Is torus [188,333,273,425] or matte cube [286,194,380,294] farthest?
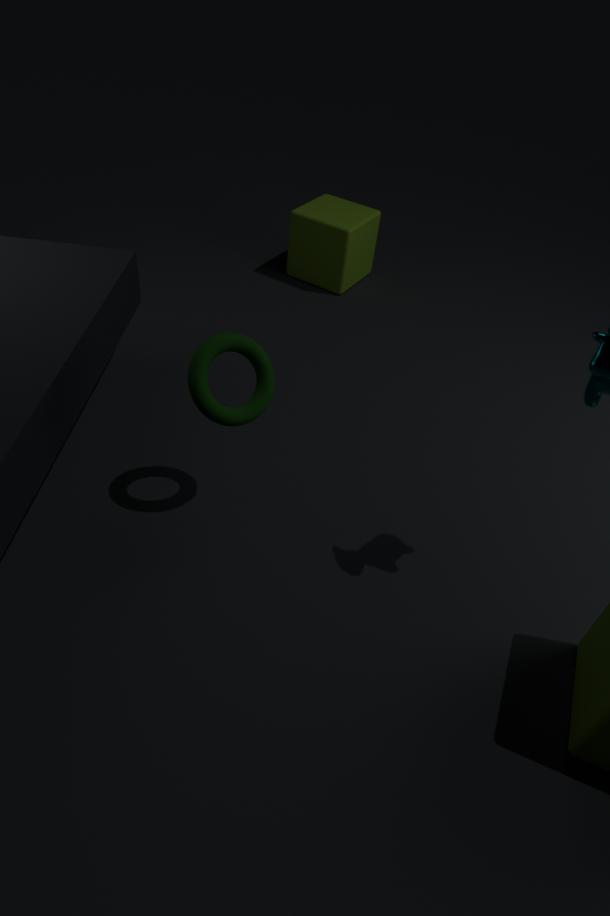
matte cube [286,194,380,294]
